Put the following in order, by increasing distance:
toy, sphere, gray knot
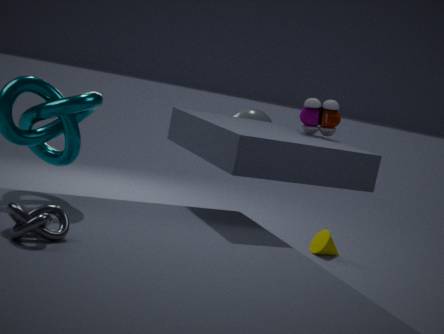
gray knot
toy
sphere
